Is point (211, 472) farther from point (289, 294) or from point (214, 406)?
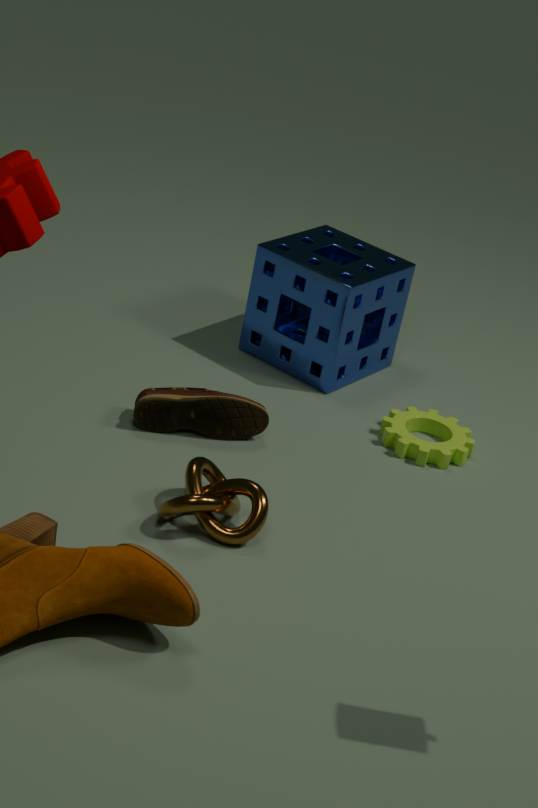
point (289, 294)
